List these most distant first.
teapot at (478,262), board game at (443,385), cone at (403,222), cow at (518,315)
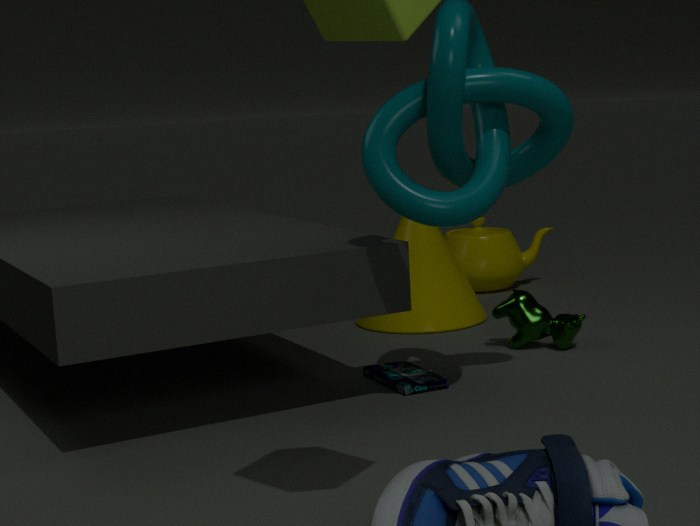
teapot at (478,262), cone at (403,222), cow at (518,315), board game at (443,385)
